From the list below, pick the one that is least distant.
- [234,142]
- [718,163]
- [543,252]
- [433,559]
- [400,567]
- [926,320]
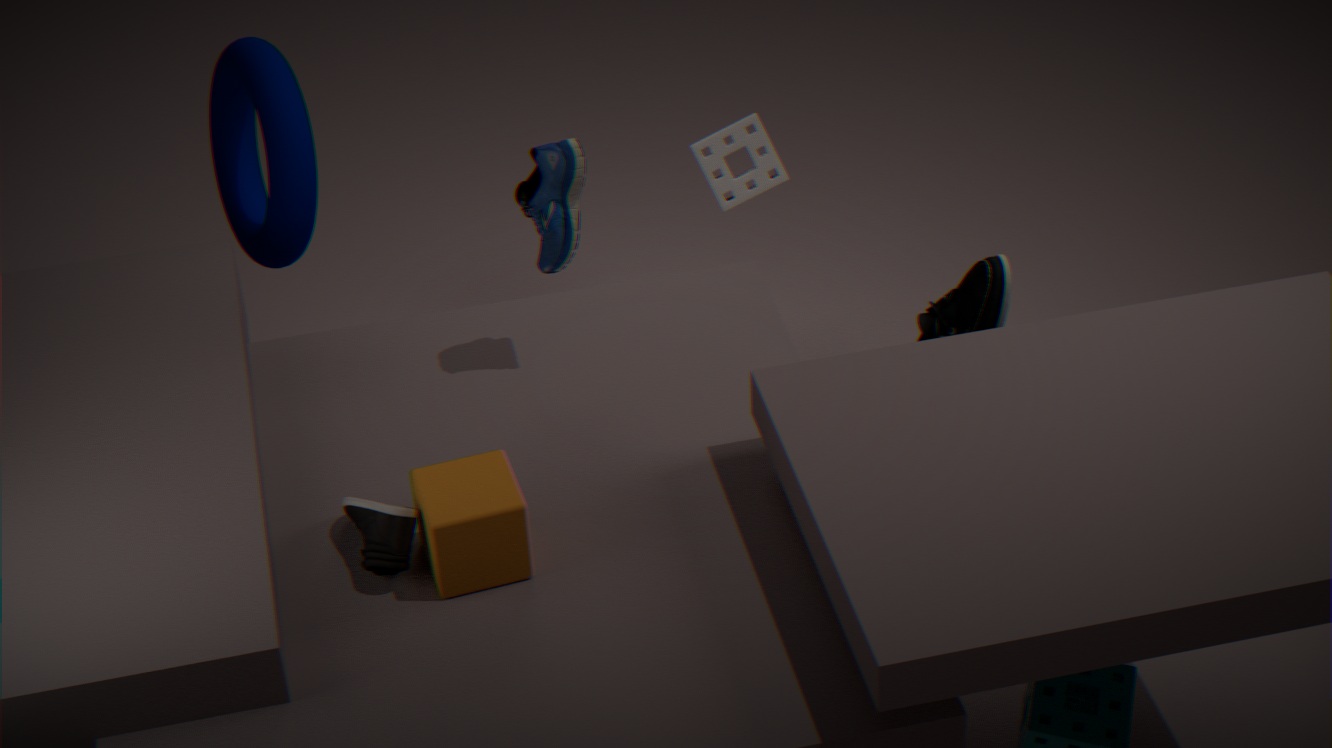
[433,559]
